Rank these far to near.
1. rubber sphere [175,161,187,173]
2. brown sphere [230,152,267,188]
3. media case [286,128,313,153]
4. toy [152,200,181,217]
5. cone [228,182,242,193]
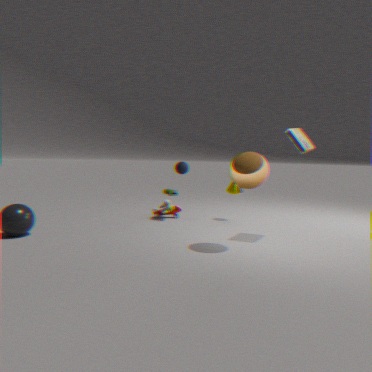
toy [152,200,181,217], cone [228,182,242,193], rubber sphere [175,161,187,173], media case [286,128,313,153], brown sphere [230,152,267,188]
